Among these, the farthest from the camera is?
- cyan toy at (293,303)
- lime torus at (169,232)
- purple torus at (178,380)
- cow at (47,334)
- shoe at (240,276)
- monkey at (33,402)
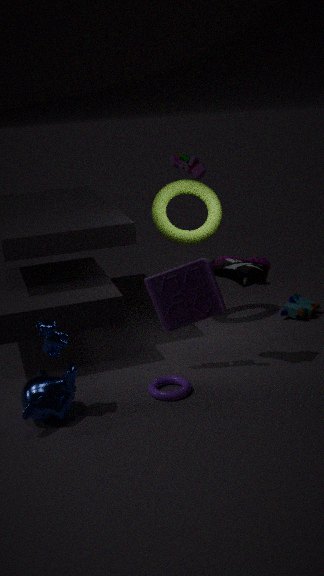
cyan toy at (293,303)
